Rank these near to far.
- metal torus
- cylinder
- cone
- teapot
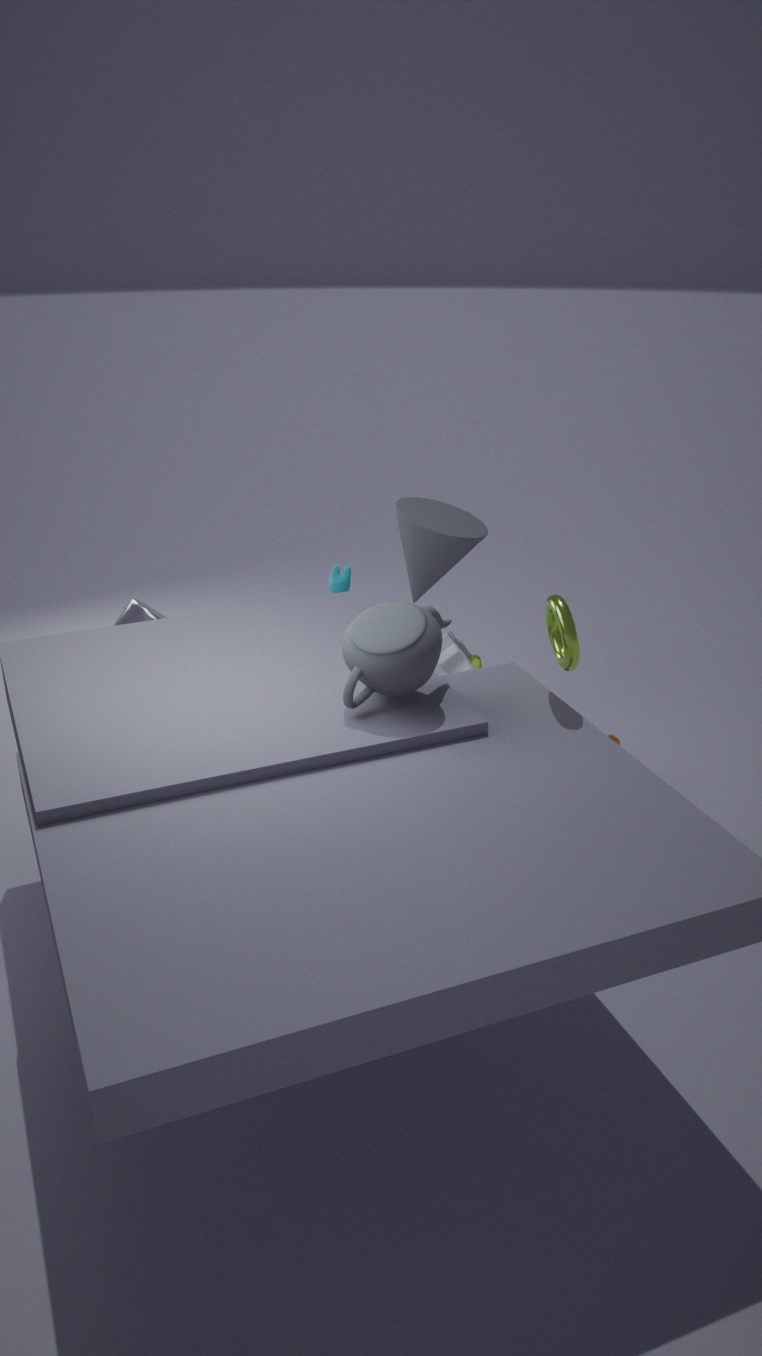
teapot
metal torus
cone
cylinder
